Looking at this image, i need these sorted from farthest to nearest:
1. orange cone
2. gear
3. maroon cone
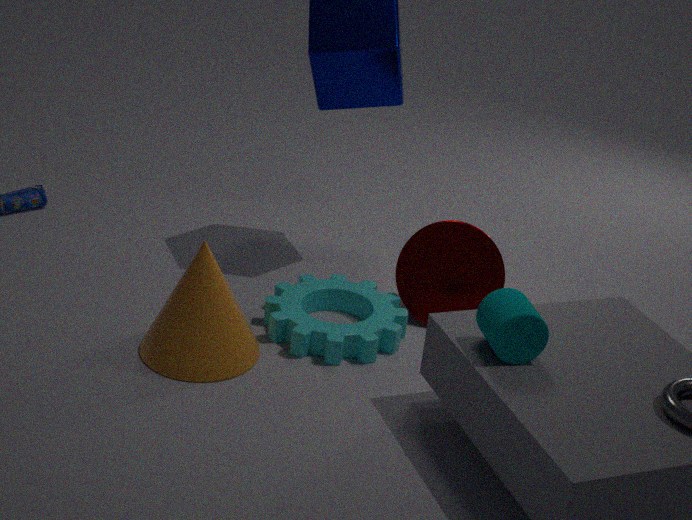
maroon cone
gear
orange cone
